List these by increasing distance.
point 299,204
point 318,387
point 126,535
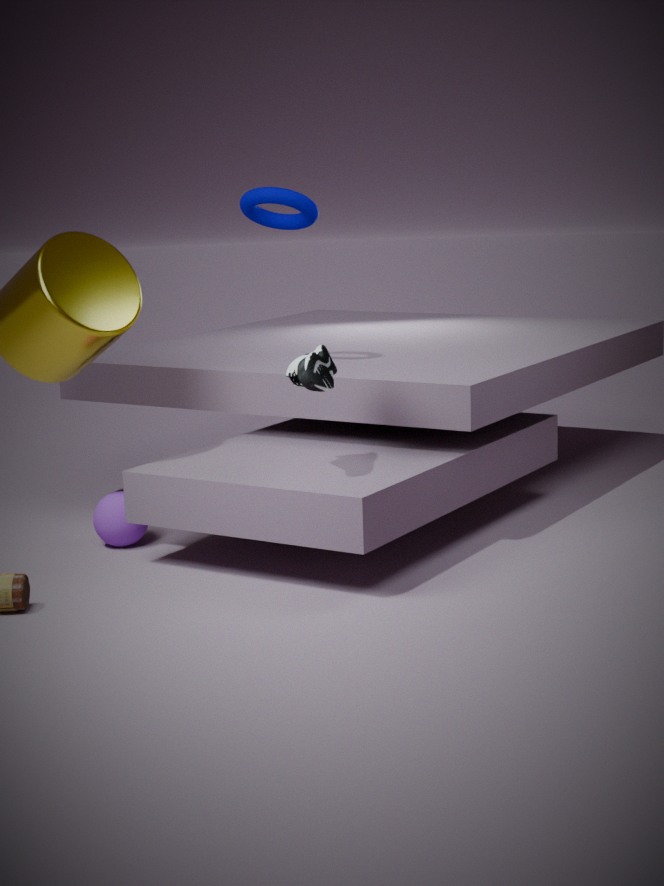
point 318,387 → point 126,535 → point 299,204
